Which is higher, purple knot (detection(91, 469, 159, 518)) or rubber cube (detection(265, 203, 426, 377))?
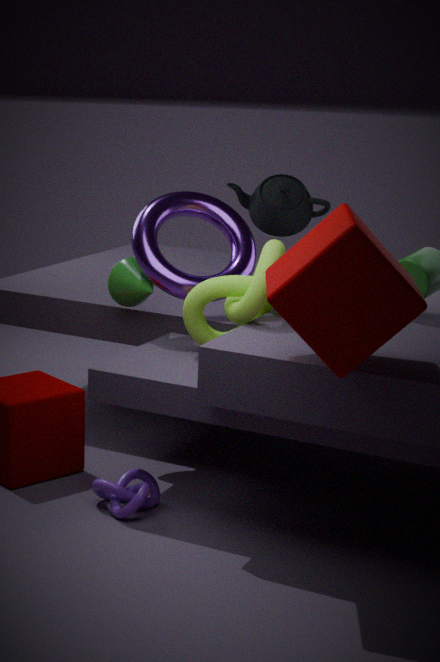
rubber cube (detection(265, 203, 426, 377))
